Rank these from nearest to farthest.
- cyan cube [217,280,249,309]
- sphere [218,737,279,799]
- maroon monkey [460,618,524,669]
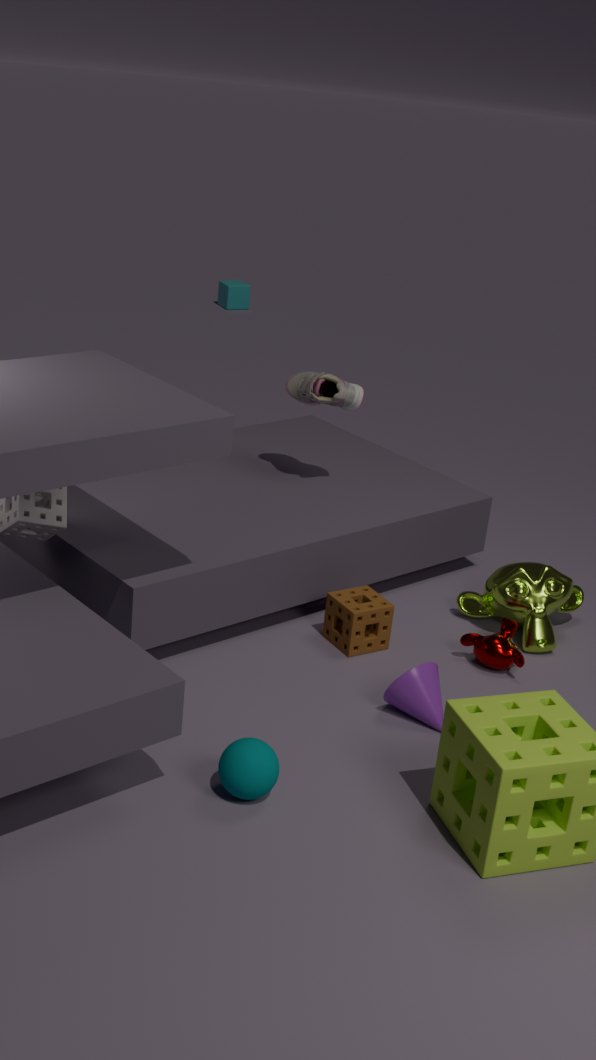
sphere [218,737,279,799] < maroon monkey [460,618,524,669] < cyan cube [217,280,249,309]
